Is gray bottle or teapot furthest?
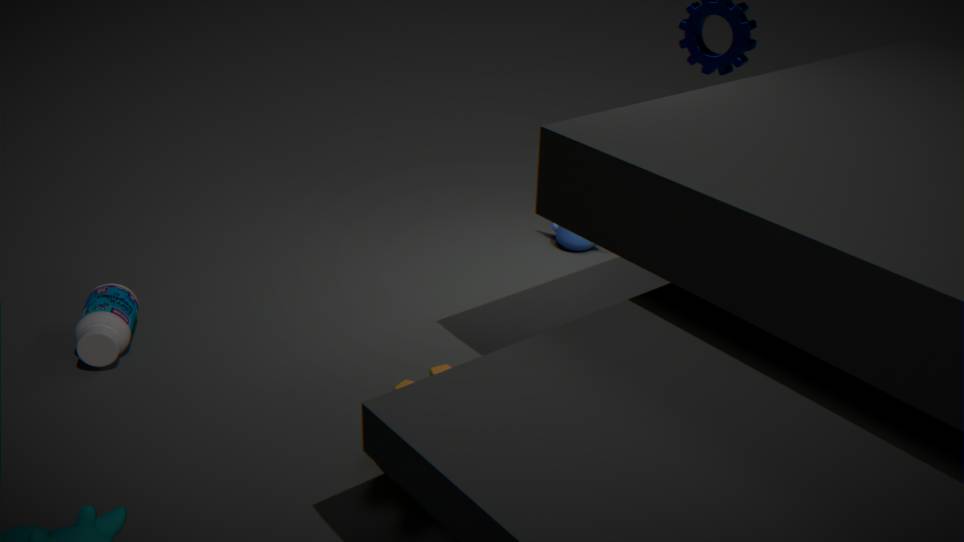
teapot
